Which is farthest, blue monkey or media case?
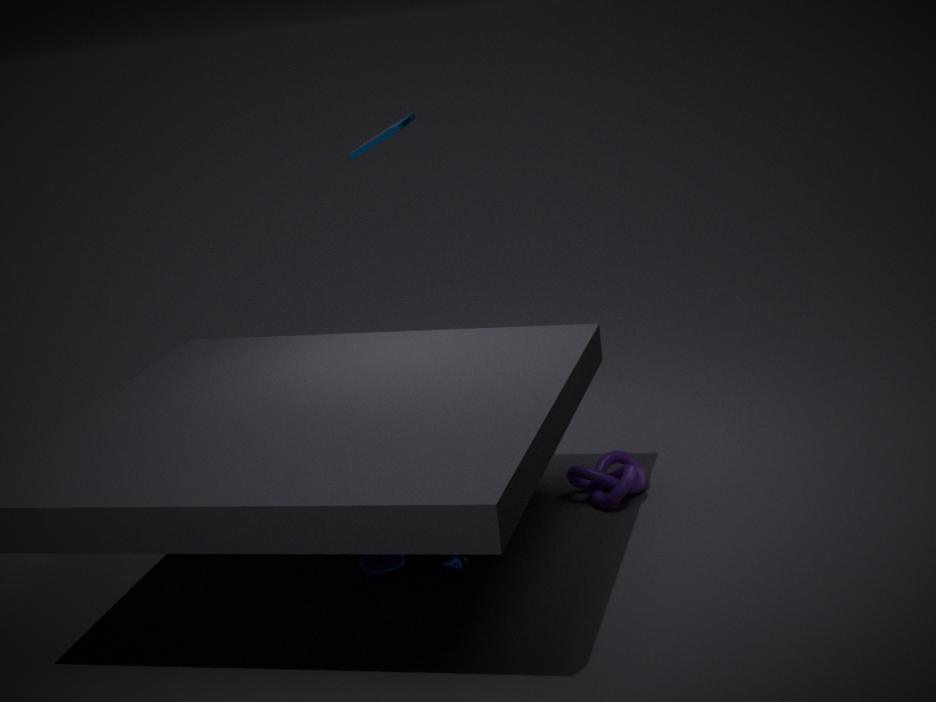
media case
